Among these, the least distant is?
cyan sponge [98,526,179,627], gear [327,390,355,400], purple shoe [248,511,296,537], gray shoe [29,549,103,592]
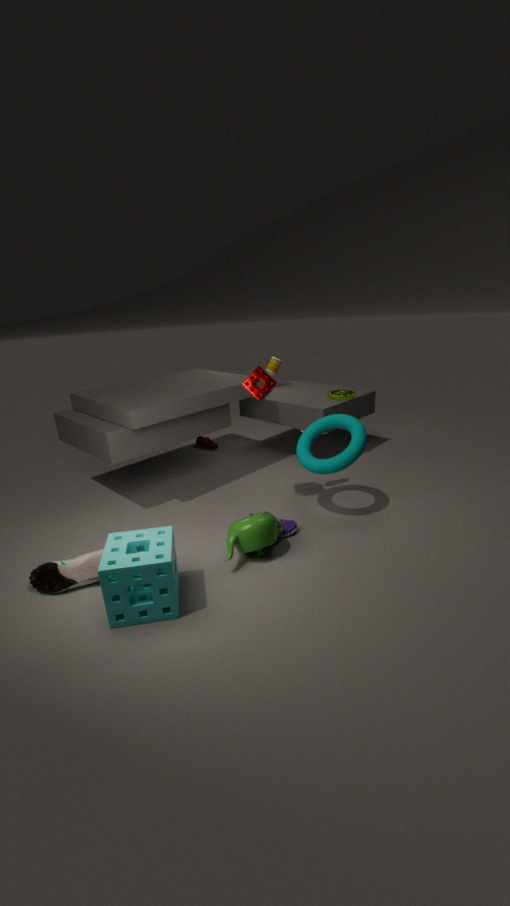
cyan sponge [98,526,179,627]
